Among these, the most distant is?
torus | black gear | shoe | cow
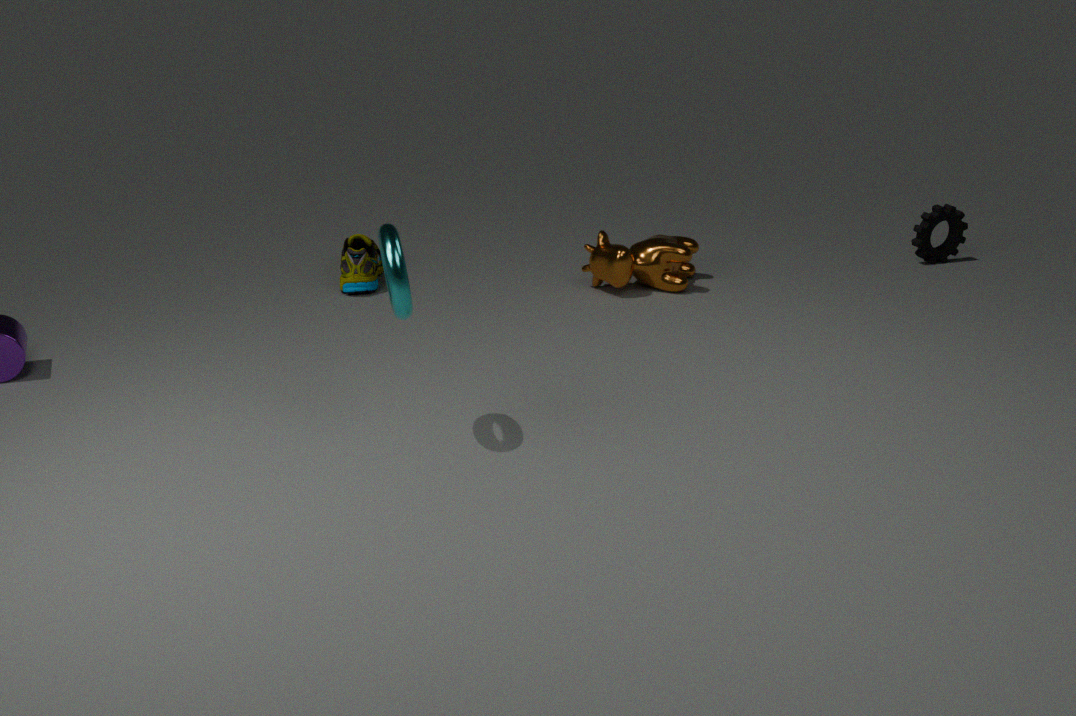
black gear
